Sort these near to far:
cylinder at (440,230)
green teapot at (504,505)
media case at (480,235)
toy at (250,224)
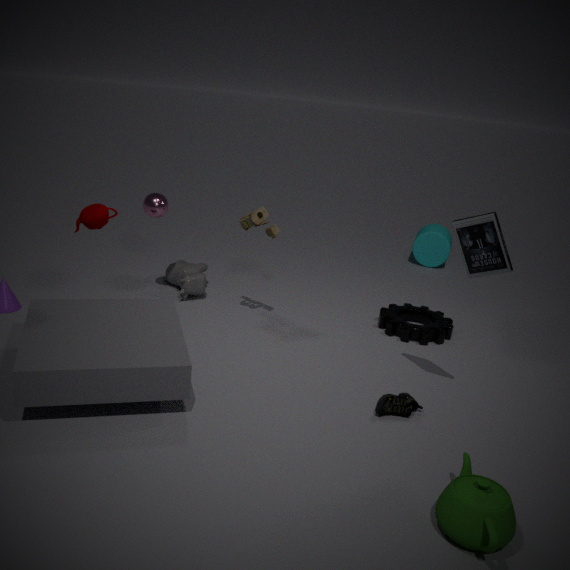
green teapot at (504,505) → media case at (480,235) → toy at (250,224) → cylinder at (440,230)
